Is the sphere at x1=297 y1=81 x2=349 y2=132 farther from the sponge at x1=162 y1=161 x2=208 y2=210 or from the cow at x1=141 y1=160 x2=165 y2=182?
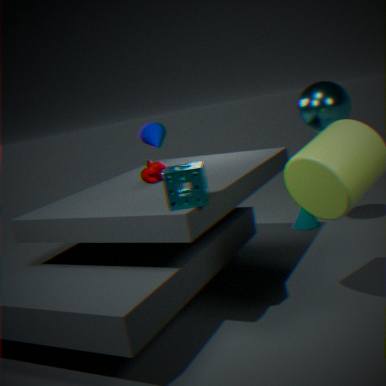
the sponge at x1=162 y1=161 x2=208 y2=210
